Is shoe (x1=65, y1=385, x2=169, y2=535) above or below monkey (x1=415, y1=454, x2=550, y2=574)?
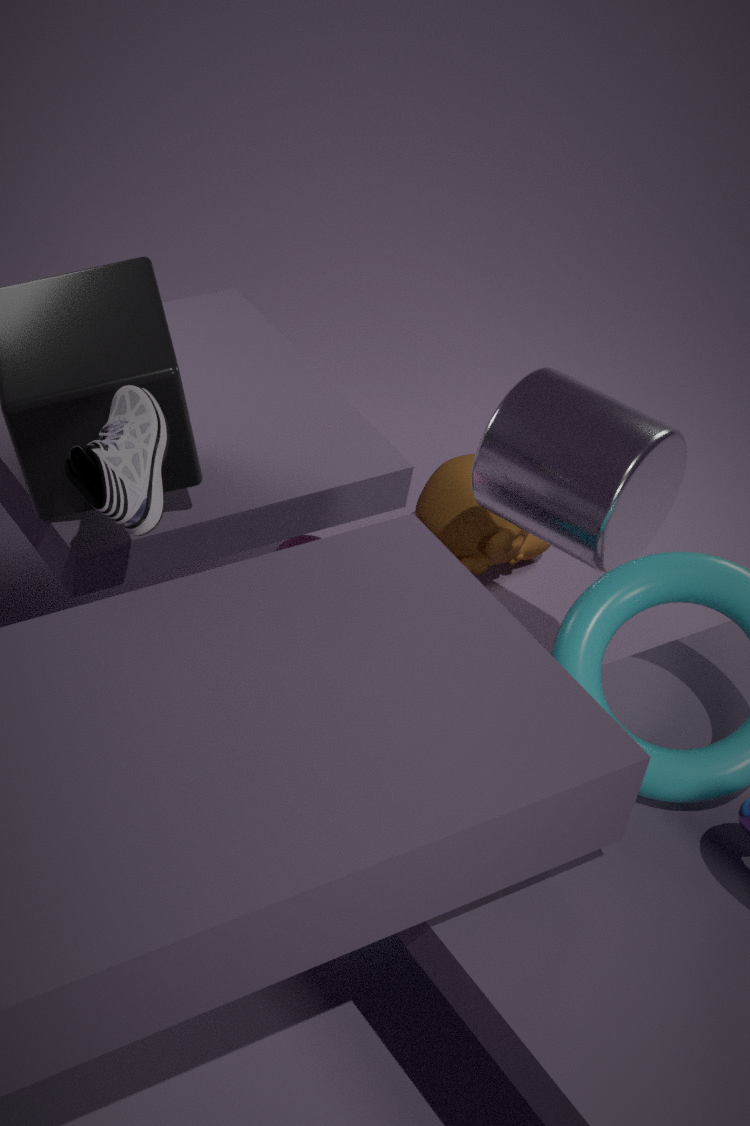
above
